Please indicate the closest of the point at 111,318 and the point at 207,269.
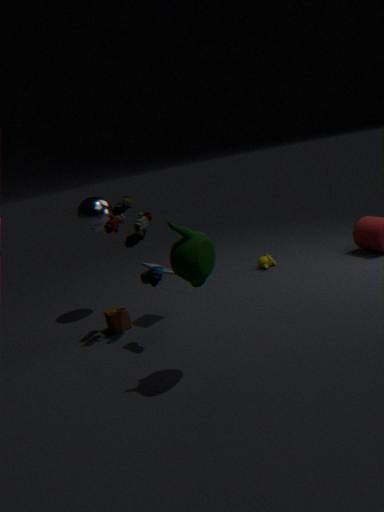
the point at 207,269
